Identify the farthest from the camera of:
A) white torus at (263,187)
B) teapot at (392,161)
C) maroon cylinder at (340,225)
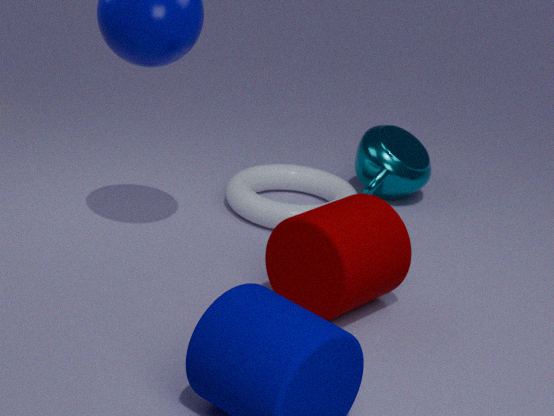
teapot at (392,161)
